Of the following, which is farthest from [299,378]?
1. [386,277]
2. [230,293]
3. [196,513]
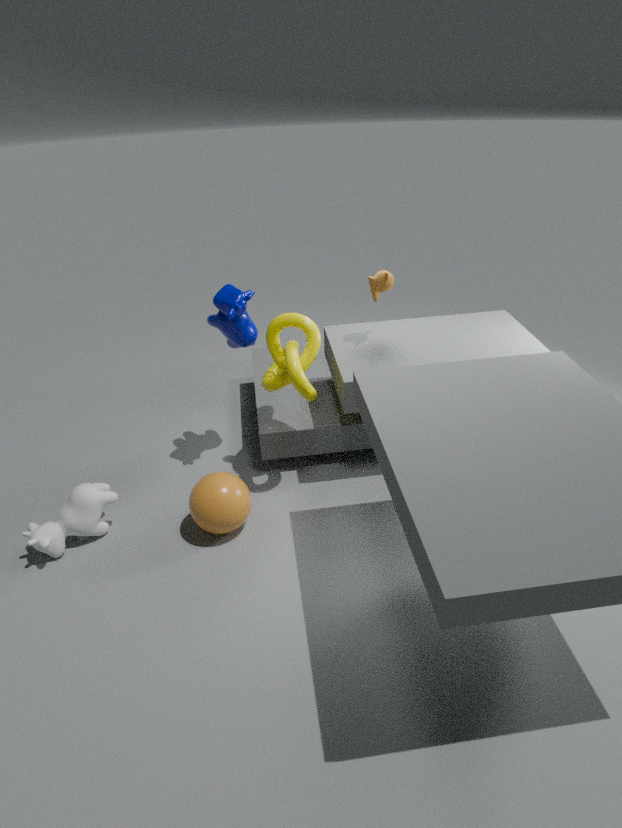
[196,513]
